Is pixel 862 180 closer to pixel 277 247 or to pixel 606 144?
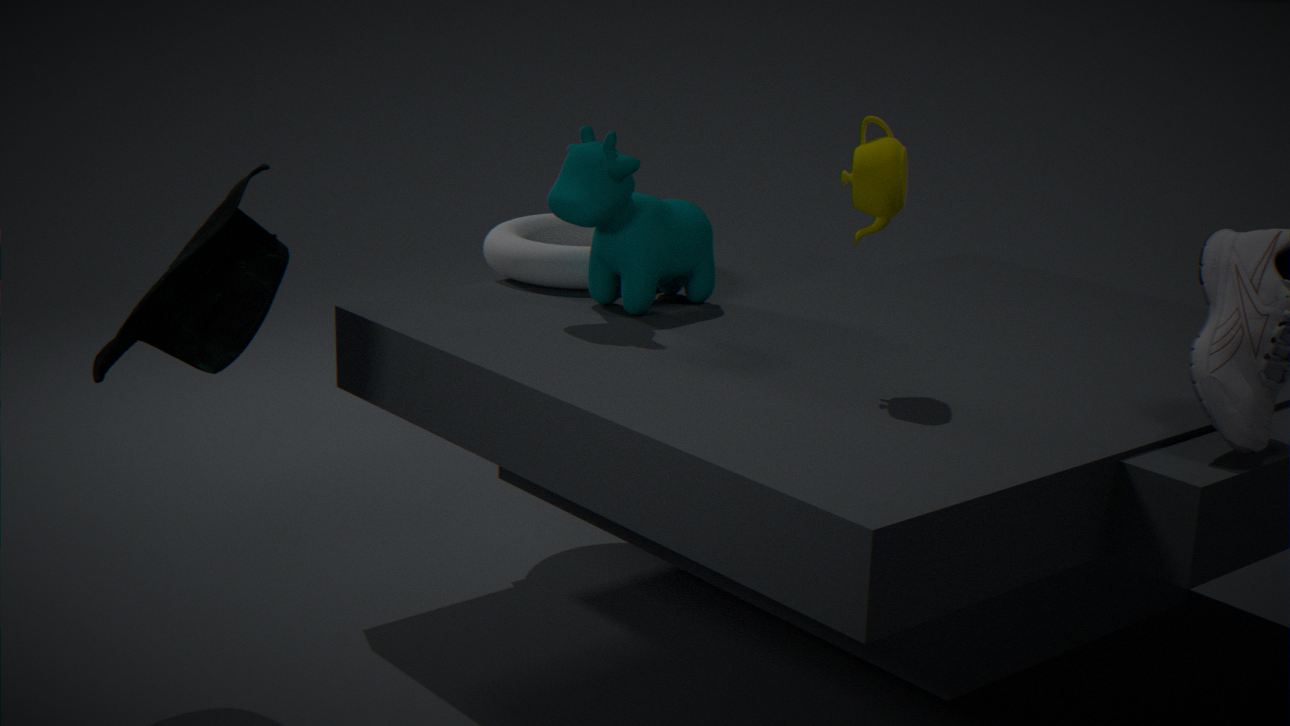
pixel 606 144
